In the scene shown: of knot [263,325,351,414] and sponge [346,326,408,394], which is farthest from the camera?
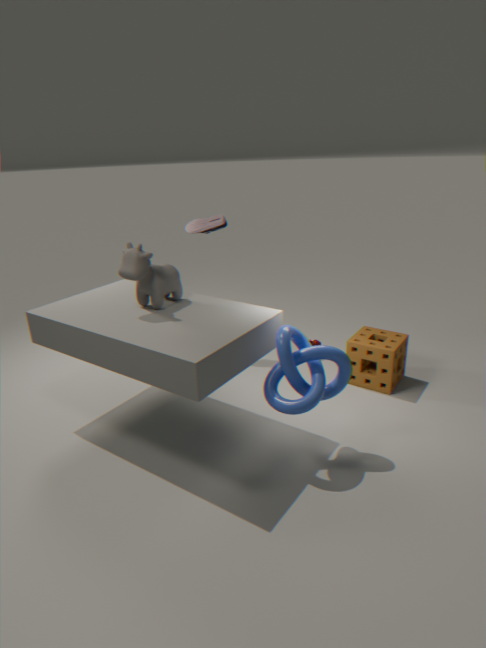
sponge [346,326,408,394]
